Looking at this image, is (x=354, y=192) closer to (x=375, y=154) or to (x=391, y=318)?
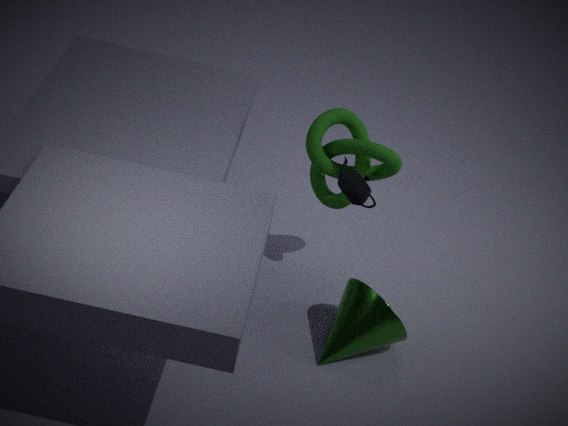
(x=375, y=154)
